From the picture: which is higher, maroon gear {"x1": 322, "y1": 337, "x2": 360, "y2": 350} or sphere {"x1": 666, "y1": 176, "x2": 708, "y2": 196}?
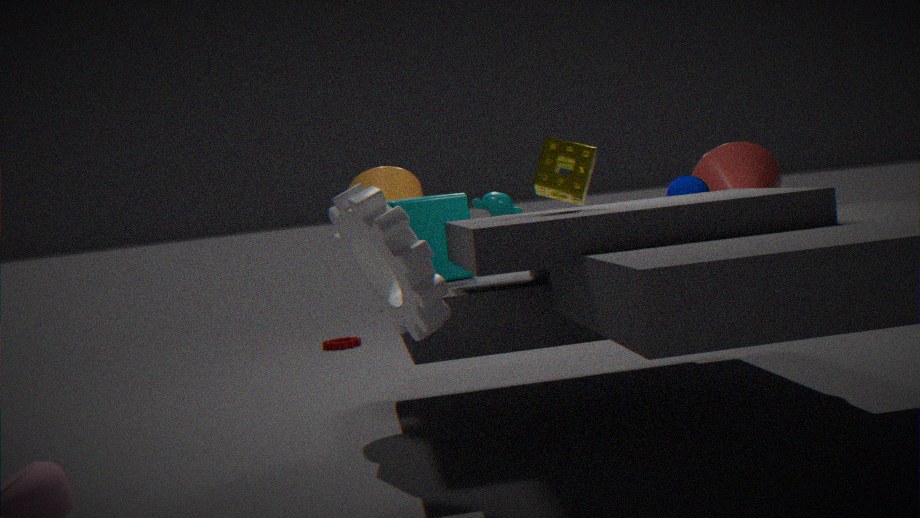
sphere {"x1": 666, "y1": 176, "x2": 708, "y2": 196}
